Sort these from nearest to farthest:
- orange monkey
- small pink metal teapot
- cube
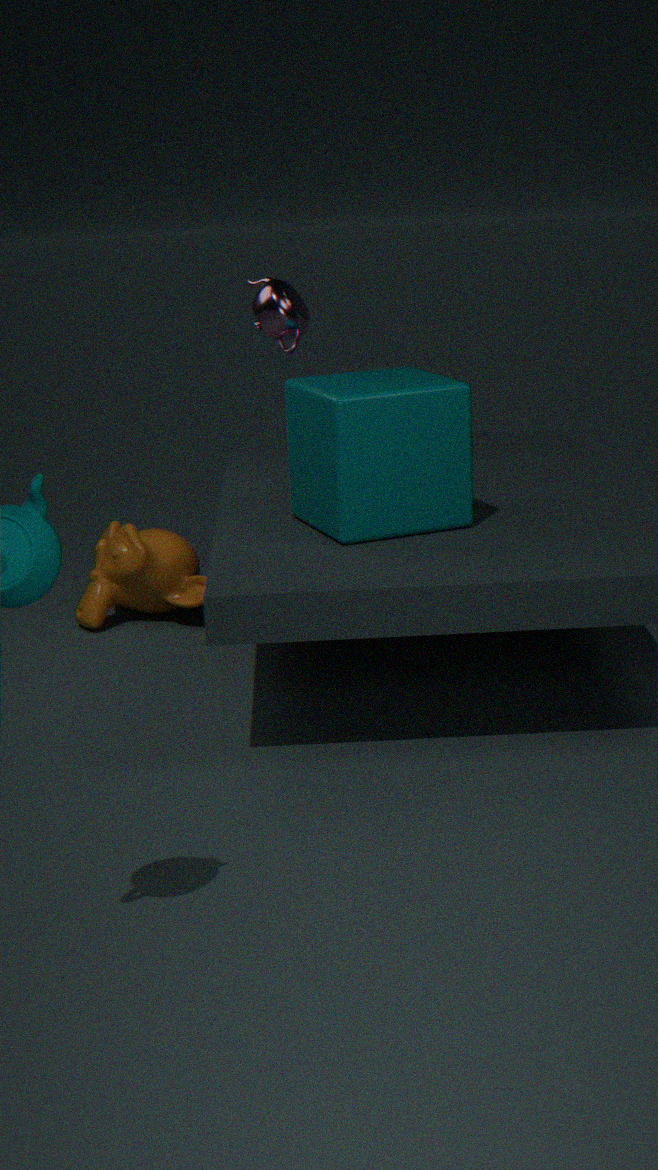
1. cube
2. small pink metal teapot
3. orange monkey
